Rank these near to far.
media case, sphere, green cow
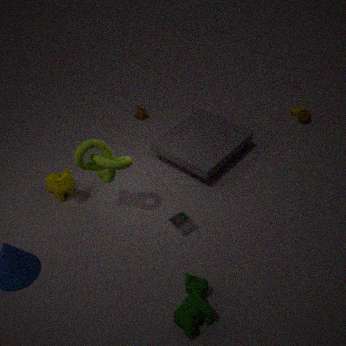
green cow, media case, sphere
